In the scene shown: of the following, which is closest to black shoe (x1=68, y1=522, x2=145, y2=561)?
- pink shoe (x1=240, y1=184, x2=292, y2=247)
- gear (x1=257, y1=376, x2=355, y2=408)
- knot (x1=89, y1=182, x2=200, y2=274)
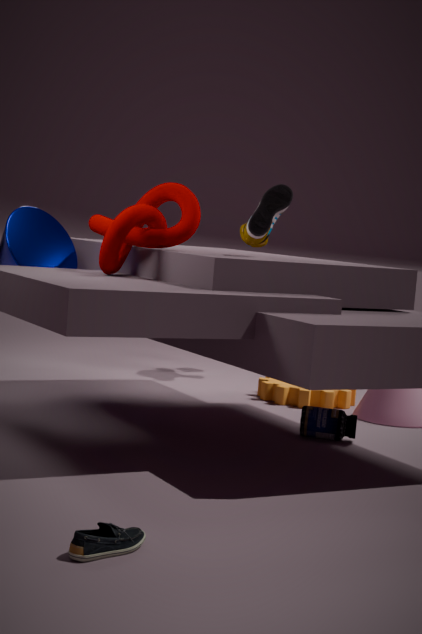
knot (x1=89, y1=182, x2=200, y2=274)
